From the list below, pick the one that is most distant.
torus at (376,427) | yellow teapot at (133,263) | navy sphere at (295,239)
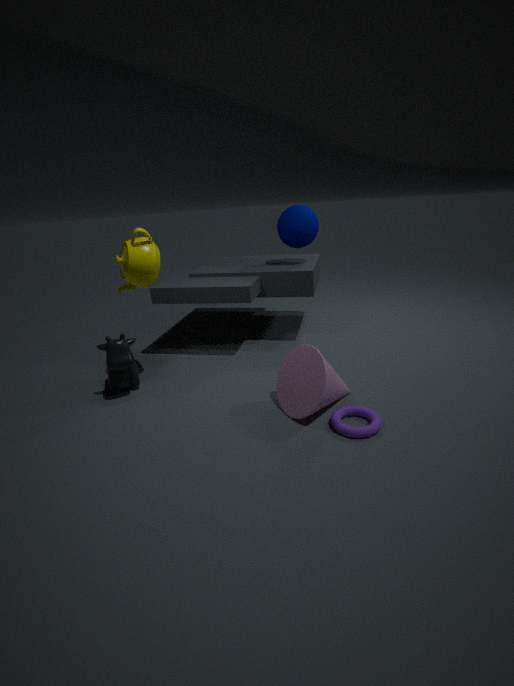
navy sphere at (295,239)
